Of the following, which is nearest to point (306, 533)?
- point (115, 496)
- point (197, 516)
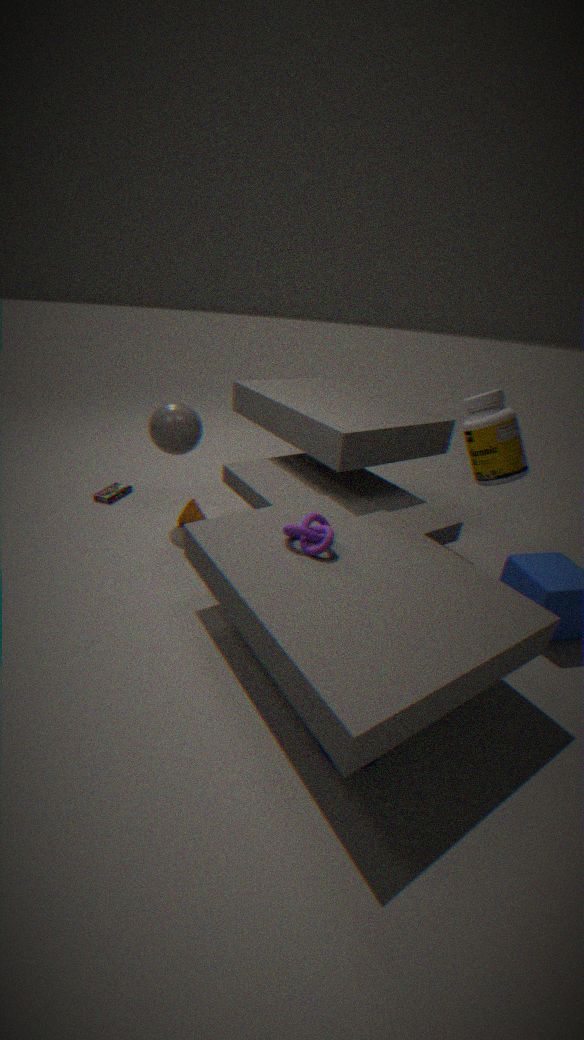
point (197, 516)
